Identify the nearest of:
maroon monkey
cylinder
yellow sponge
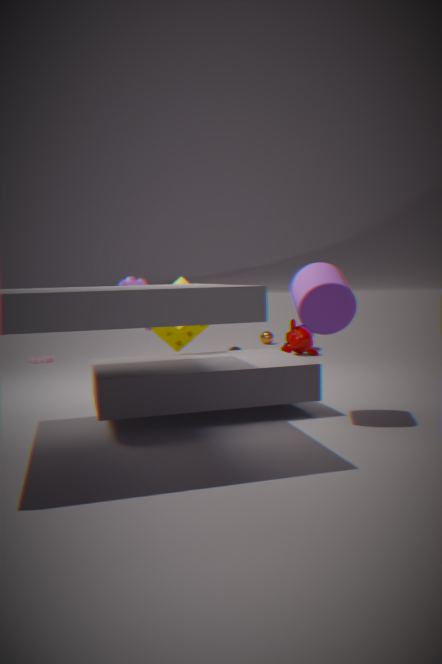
cylinder
